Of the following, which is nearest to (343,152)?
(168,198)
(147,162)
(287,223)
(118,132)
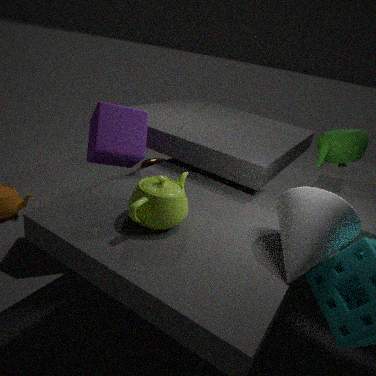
(287,223)
